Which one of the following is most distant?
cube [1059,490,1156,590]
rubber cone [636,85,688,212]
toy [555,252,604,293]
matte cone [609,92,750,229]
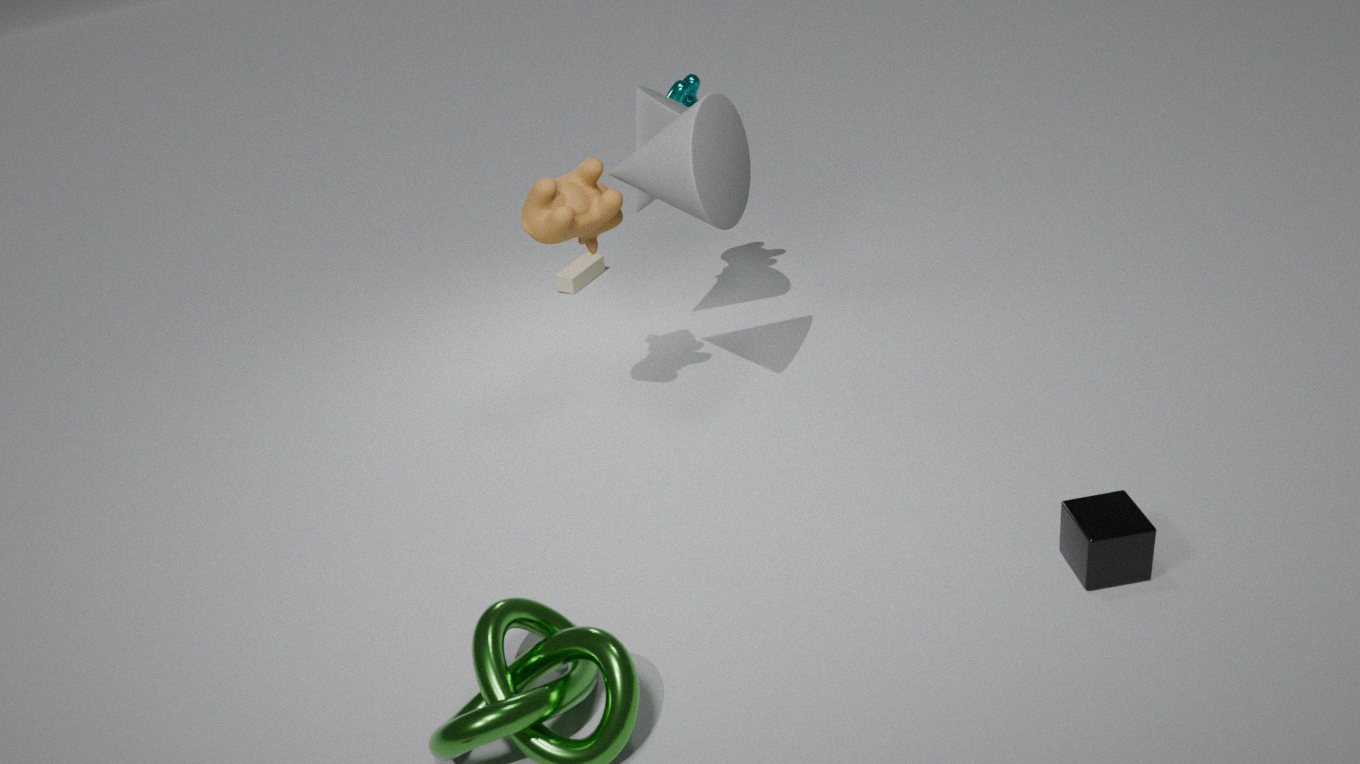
toy [555,252,604,293]
